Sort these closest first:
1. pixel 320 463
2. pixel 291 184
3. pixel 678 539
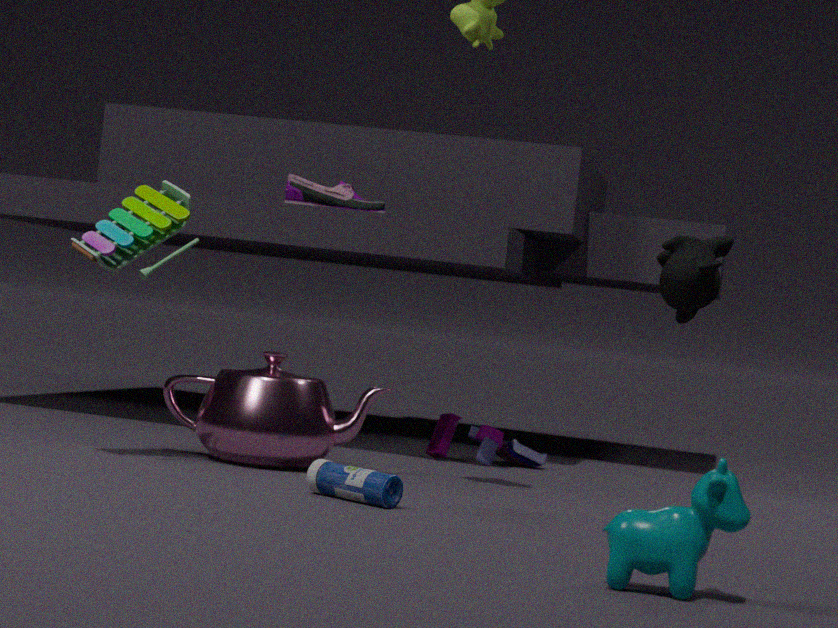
pixel 678 539 → pixel 320 463 → pixel 291 184
